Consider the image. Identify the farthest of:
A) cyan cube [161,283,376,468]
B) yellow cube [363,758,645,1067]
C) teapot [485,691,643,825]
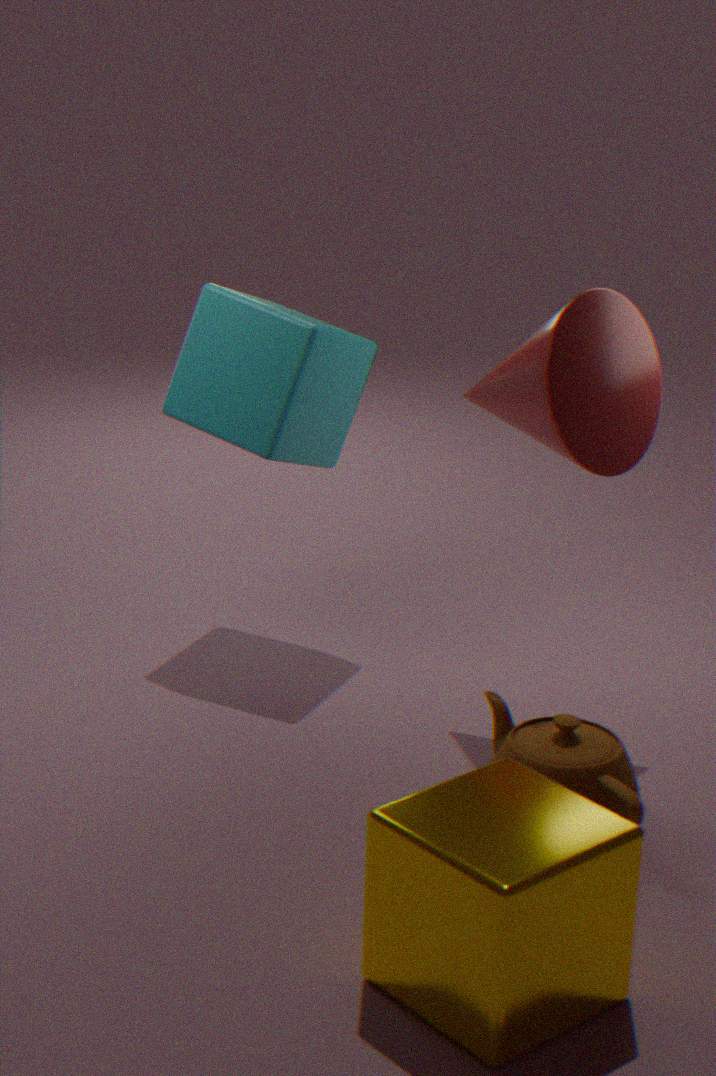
cyan cube [161,283,376,468]
